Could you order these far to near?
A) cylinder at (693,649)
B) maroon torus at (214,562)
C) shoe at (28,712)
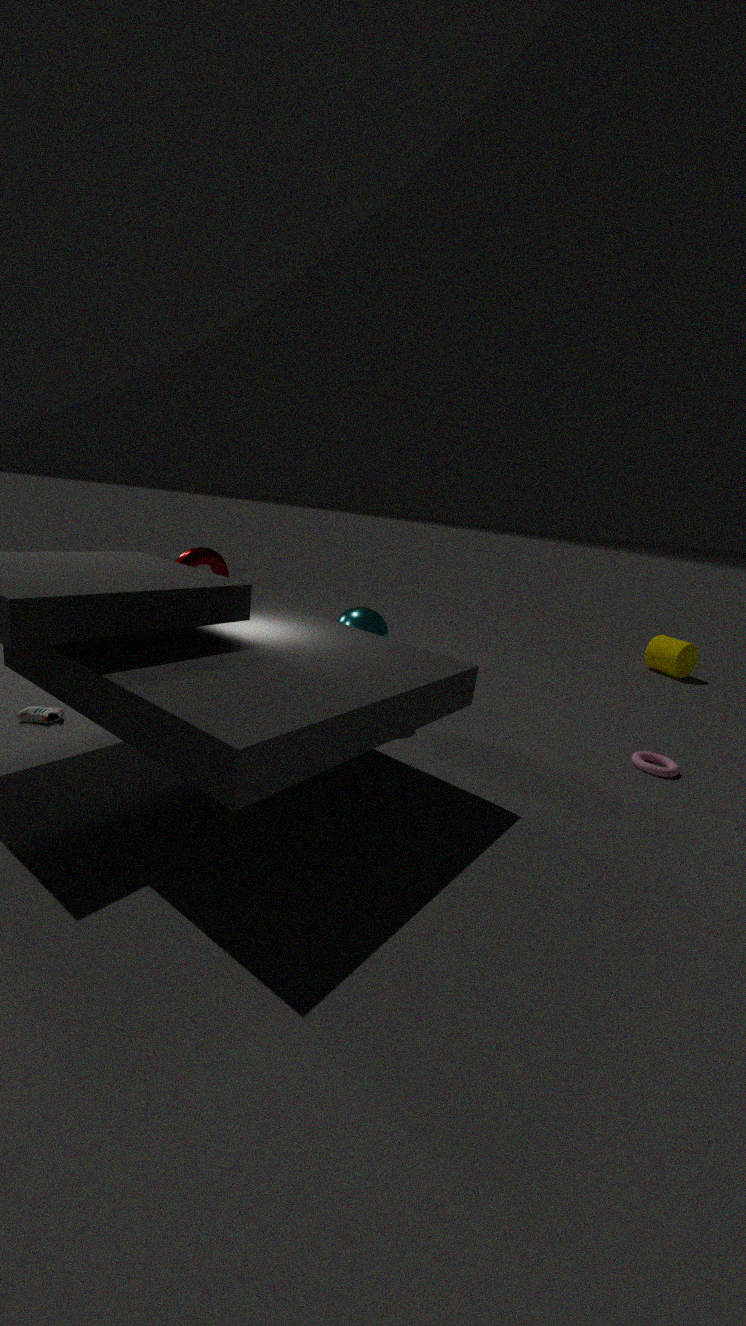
cylinder at (693,649)
maroon torus at (214,562)
shoe at (28,712)
